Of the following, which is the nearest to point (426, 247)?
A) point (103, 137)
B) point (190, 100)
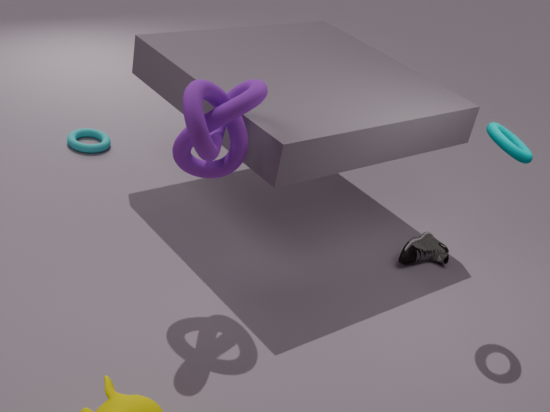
point (190, 100)
